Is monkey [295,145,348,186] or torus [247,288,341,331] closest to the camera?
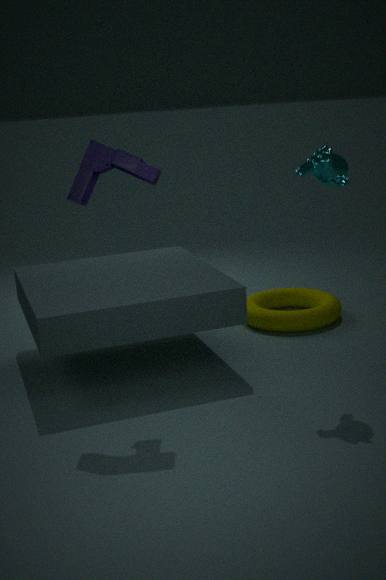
monkey [295,145,348,186]
